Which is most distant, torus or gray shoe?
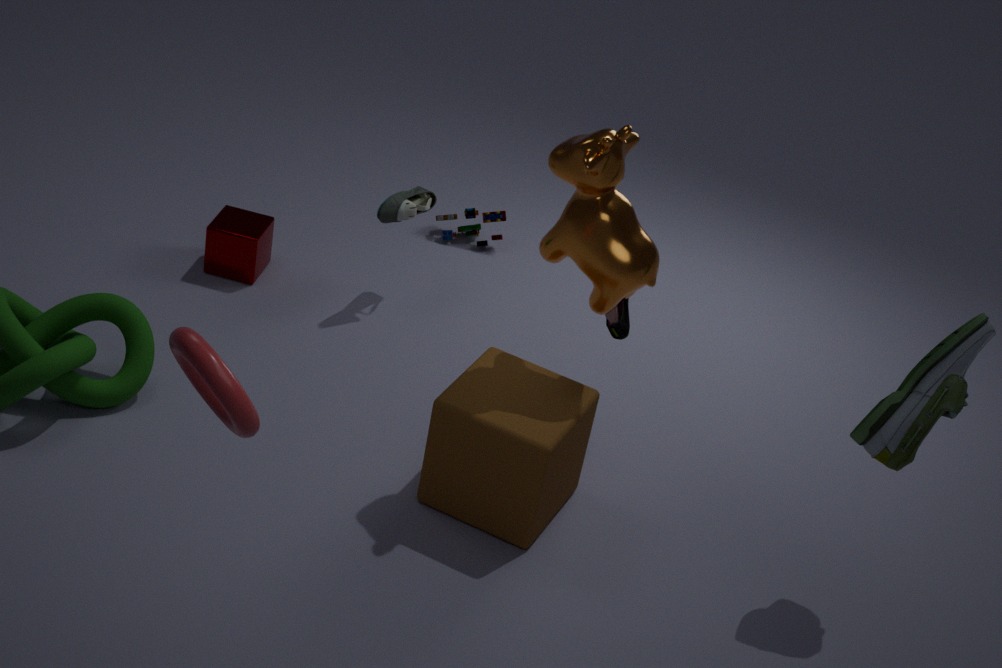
gray shoe
